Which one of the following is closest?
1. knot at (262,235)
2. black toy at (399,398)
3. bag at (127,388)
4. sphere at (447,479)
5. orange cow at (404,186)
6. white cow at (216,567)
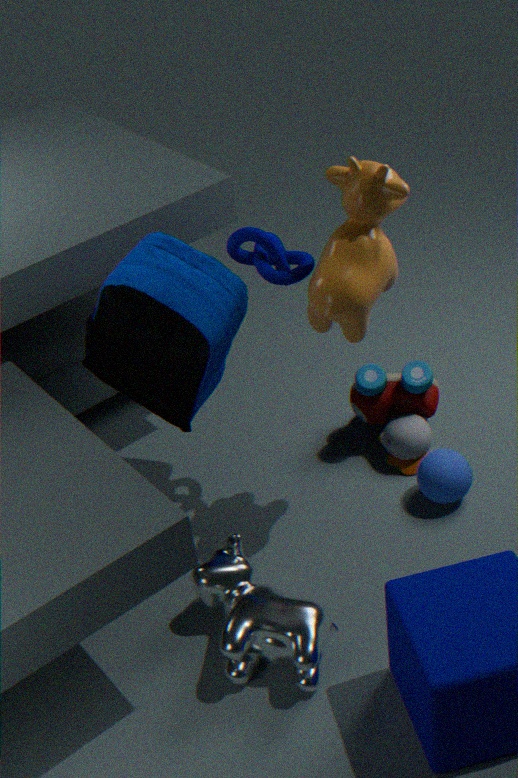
white cow at (216,567)
